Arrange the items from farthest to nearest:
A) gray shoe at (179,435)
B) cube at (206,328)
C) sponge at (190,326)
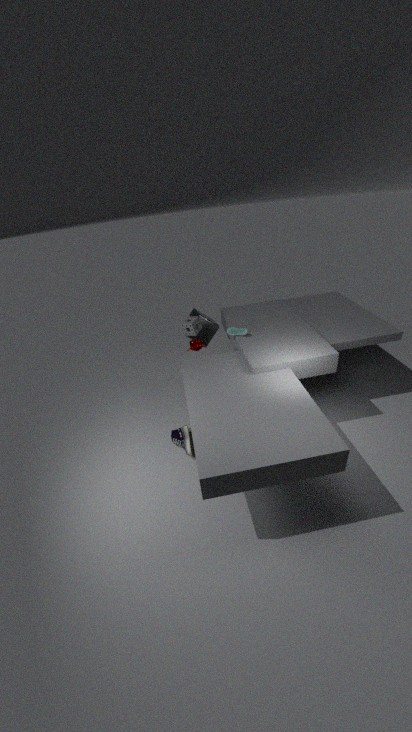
cube at (206,328), sponge at (190,326), gray shoe at (179,435)
